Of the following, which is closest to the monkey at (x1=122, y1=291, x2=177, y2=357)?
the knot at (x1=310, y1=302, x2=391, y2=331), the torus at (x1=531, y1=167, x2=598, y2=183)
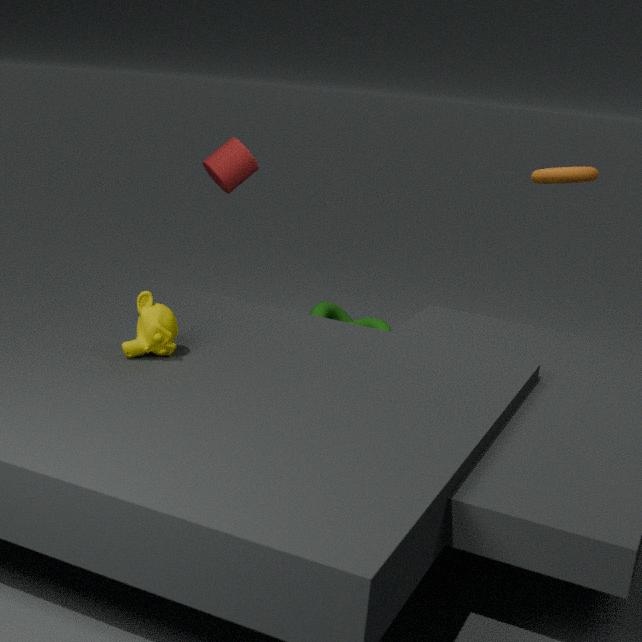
the knot at (x1=310, y1=302, x2=391, y2=331)
